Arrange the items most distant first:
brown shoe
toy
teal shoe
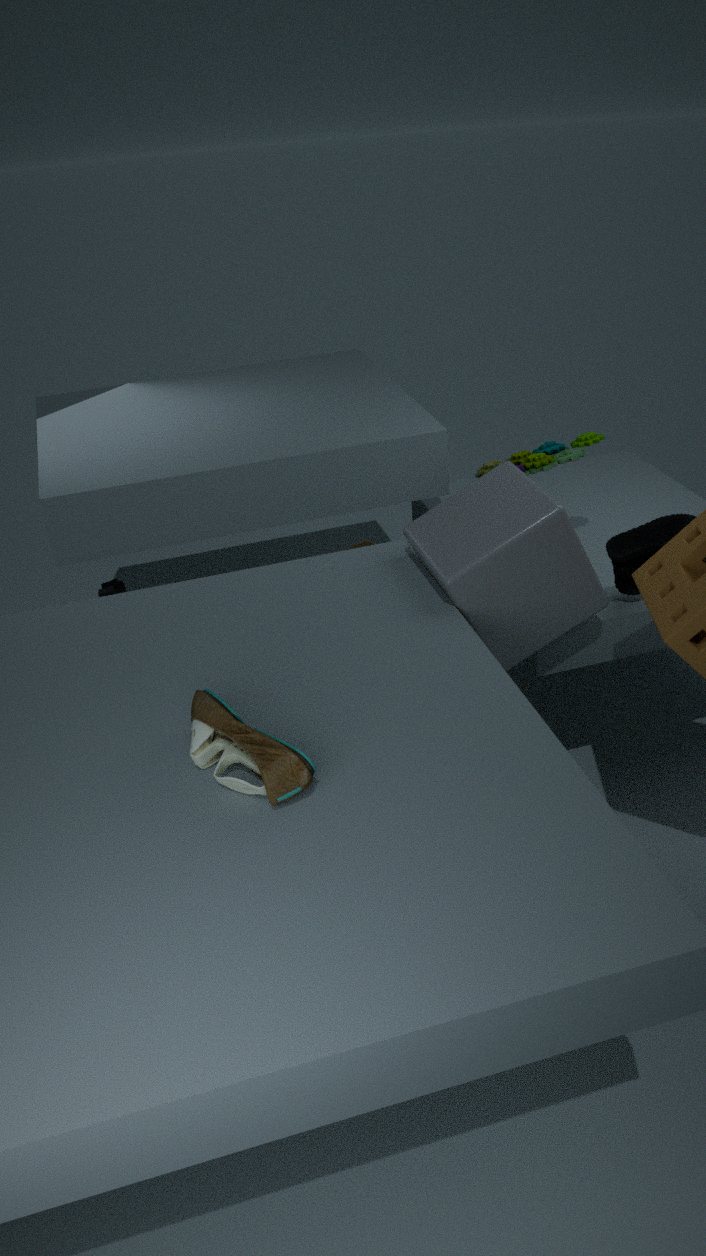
toy
teal shoe
brown shoe
